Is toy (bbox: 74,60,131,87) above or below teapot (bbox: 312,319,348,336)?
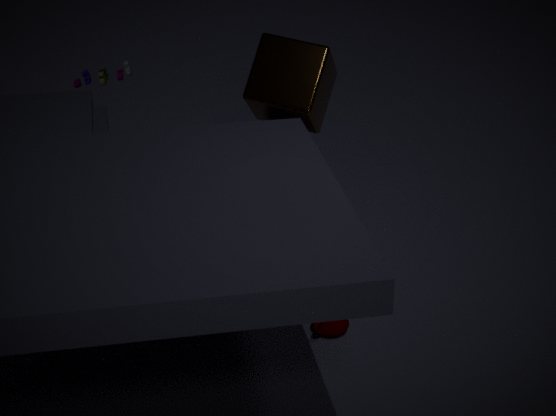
above
